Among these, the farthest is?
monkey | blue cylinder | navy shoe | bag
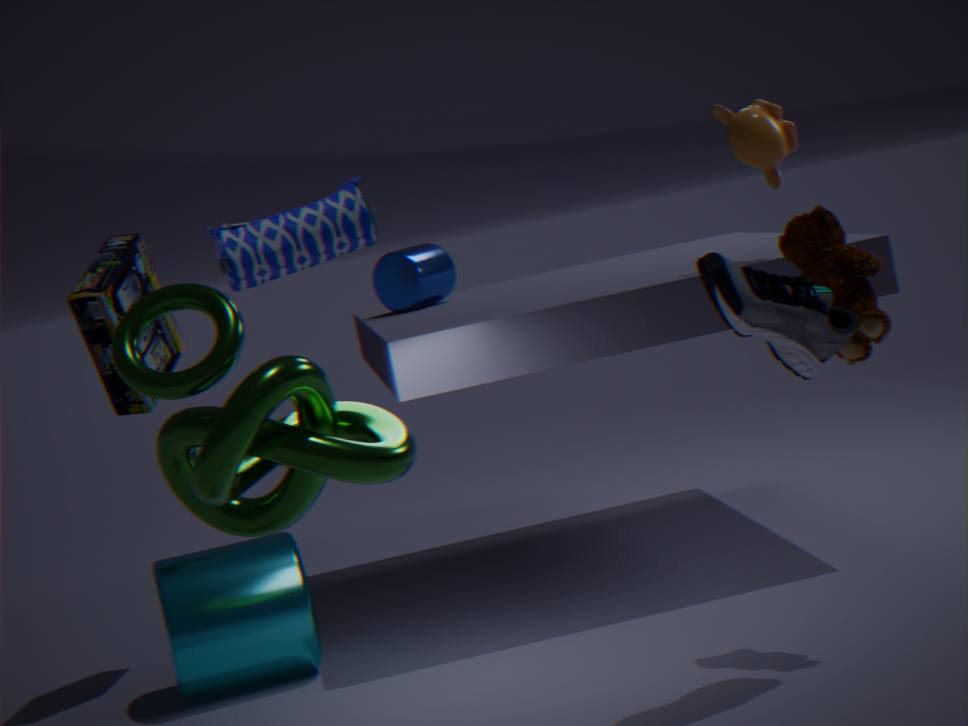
blue cylinder
